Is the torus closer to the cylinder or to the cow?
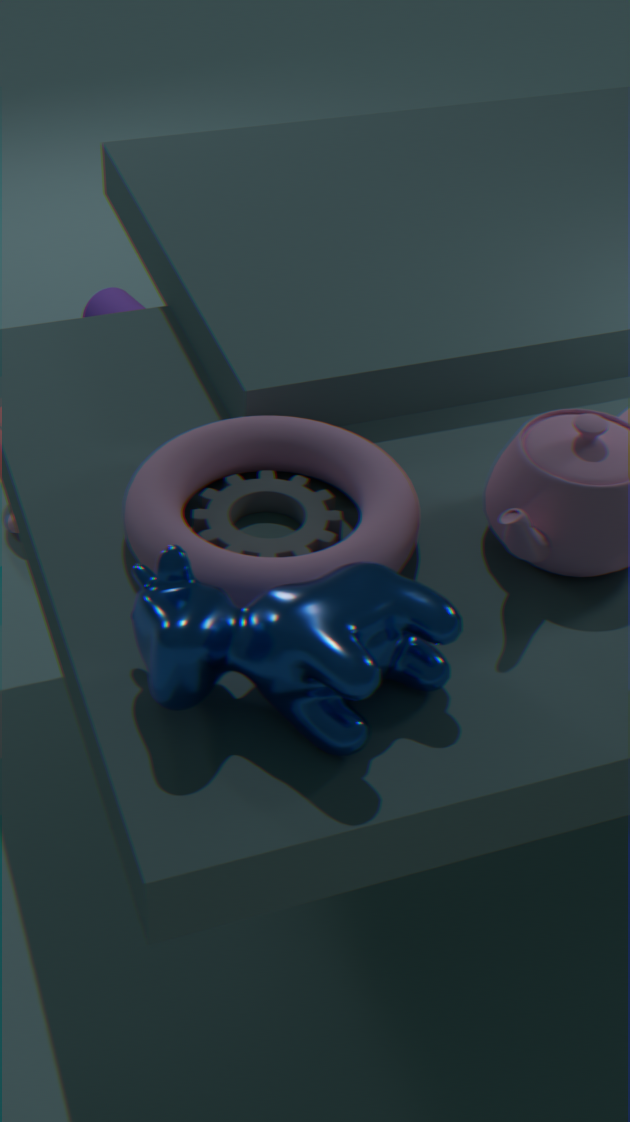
the cow
